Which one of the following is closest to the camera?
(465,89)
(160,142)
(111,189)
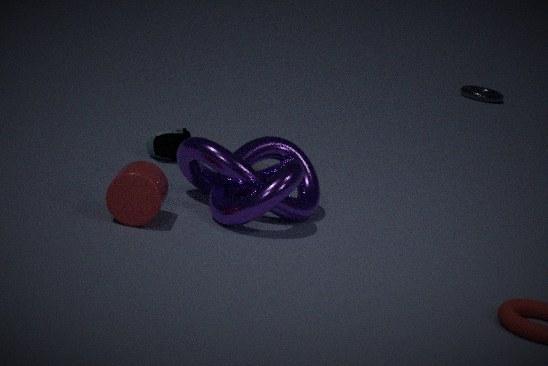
(111,189)
